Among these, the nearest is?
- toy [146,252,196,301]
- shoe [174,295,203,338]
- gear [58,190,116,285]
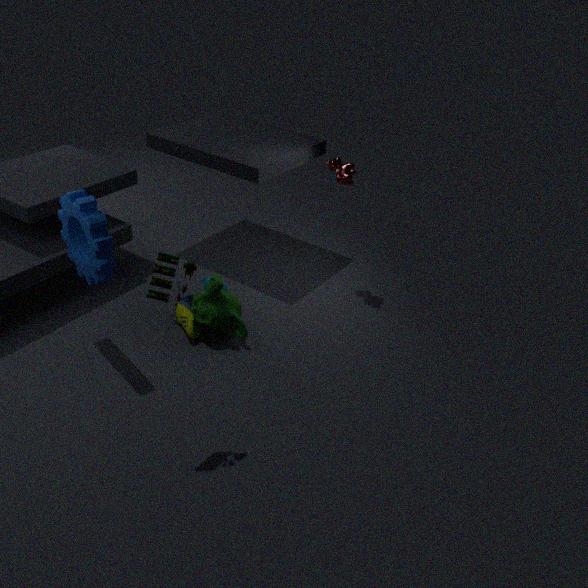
toy [146,252,196,301]
